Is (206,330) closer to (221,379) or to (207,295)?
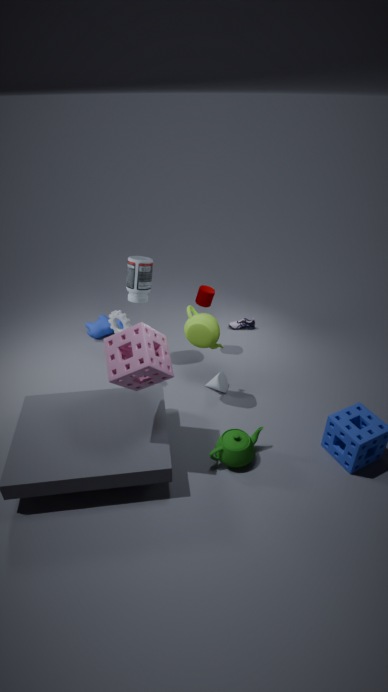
(221,379)
